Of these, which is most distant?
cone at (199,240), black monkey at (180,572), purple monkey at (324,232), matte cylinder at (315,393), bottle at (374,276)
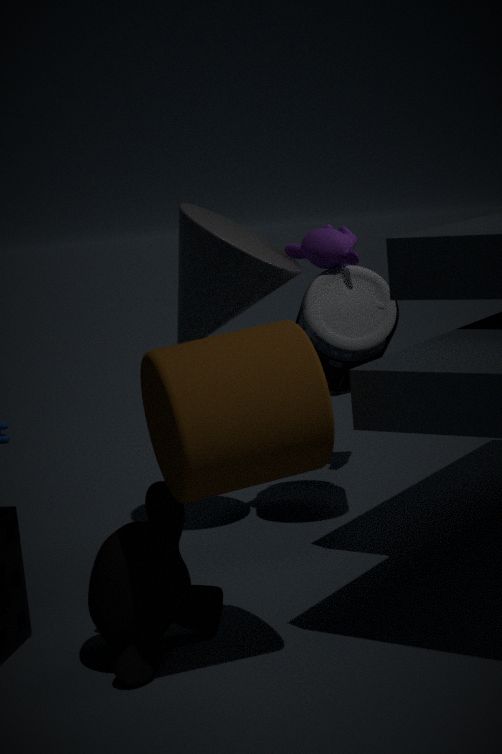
purple monkey at (324,232)
